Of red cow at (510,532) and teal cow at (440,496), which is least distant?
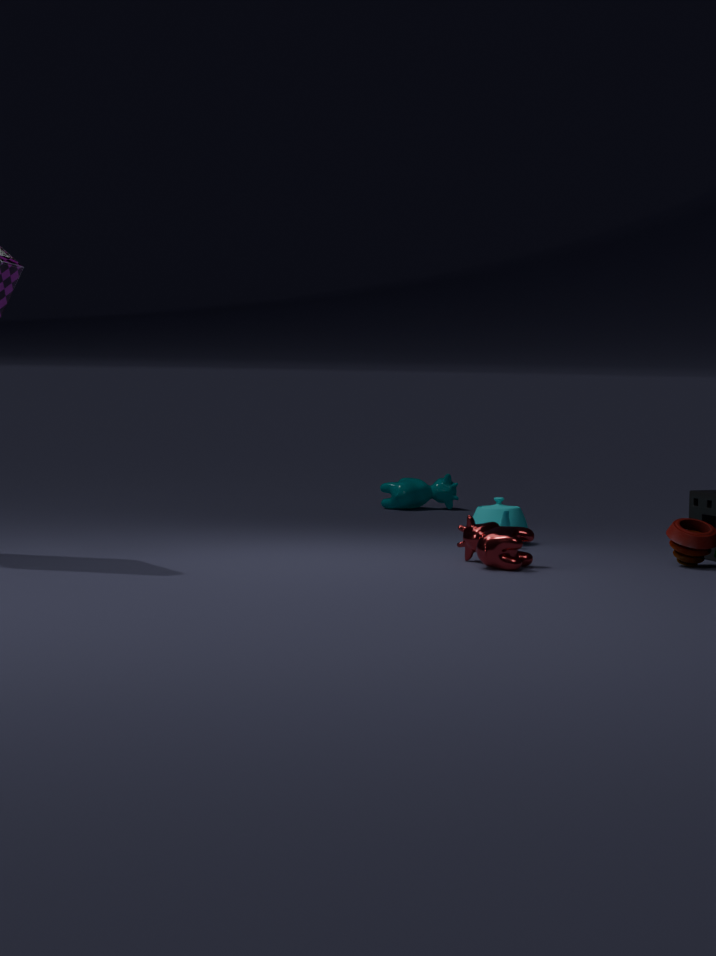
red cow at (510,532)
